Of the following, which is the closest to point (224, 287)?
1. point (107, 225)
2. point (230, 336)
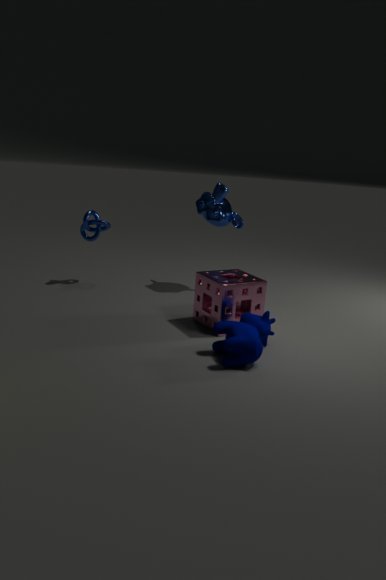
point (230, 336)
